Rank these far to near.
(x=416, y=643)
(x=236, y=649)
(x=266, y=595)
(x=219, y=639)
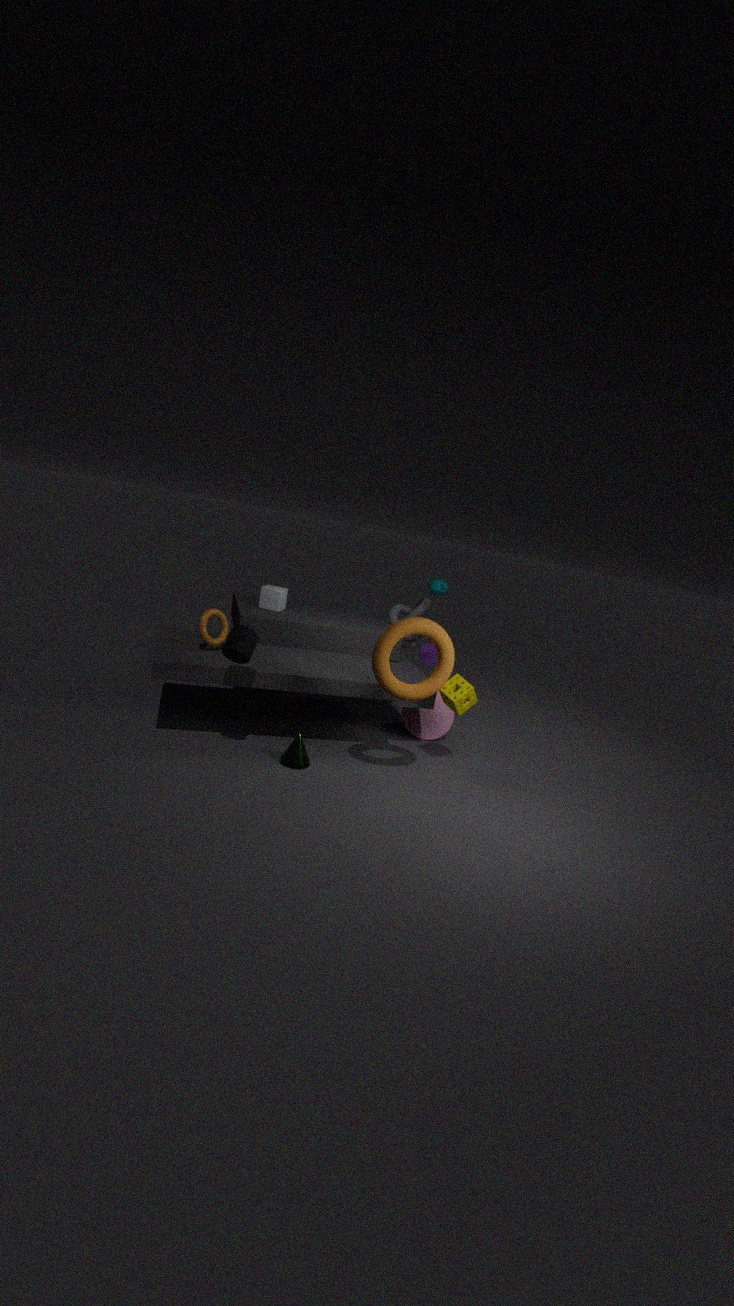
(x=416, y=643) < (x=266, y=595) < (x=219, y=639) < (x=236, y=649)
